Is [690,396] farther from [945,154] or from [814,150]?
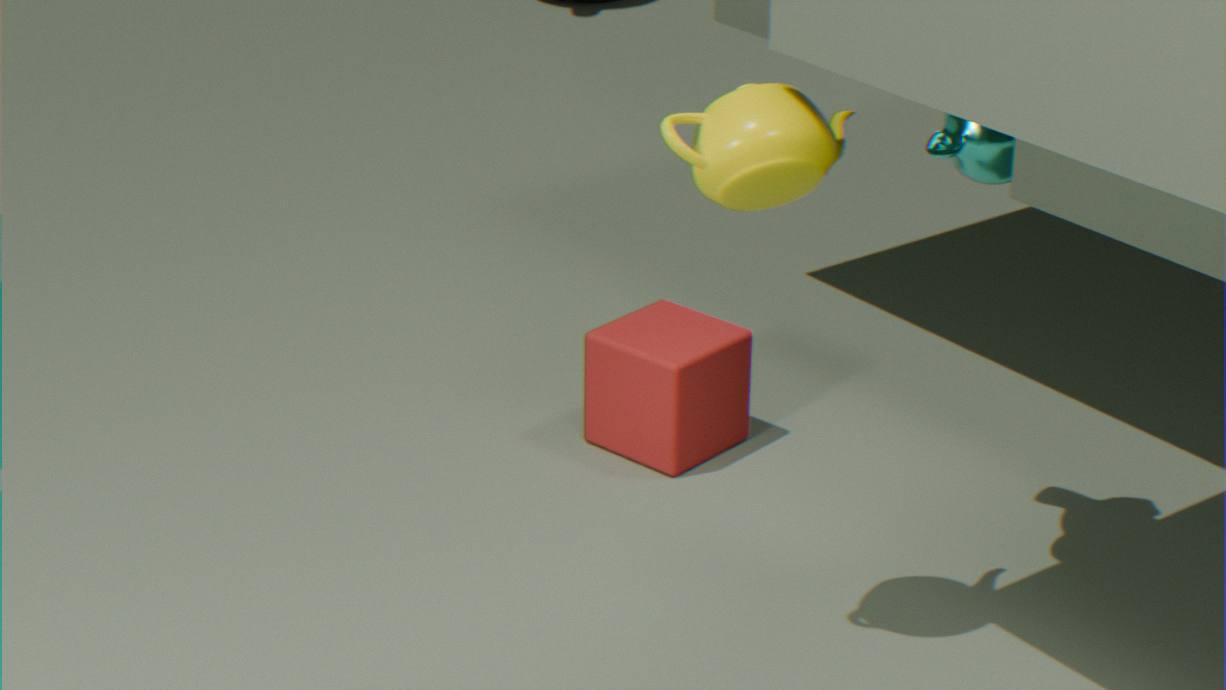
[814,150]
